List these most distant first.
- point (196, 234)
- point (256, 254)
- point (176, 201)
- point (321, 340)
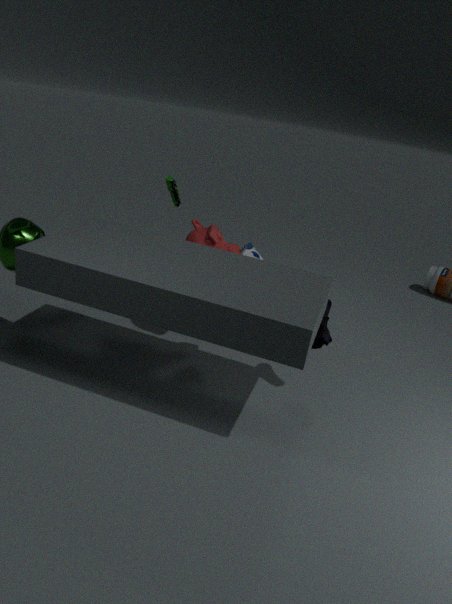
point (256, 254), point (176, 201), point (196, 234), point (321, 340)
